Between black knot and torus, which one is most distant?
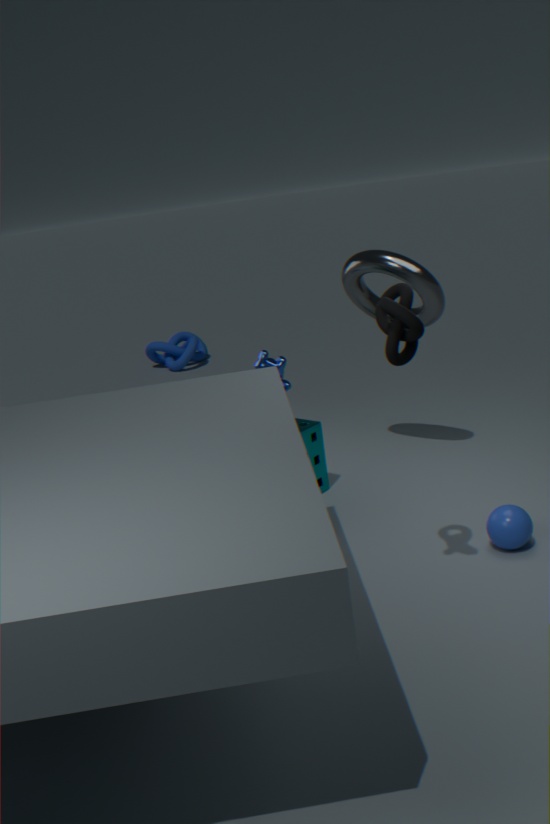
torus
